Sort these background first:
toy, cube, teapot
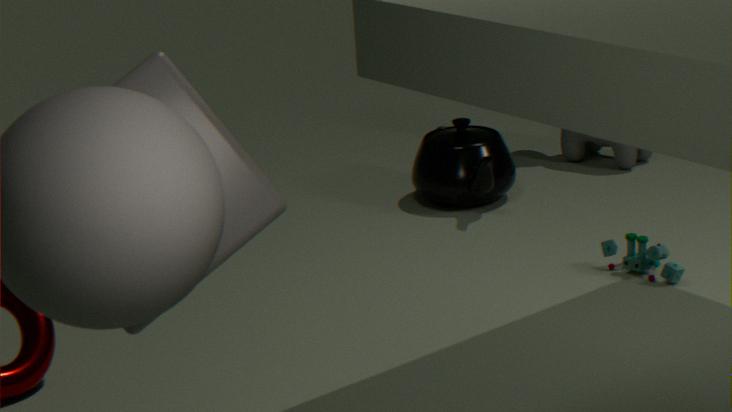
teapot < toy < cube
